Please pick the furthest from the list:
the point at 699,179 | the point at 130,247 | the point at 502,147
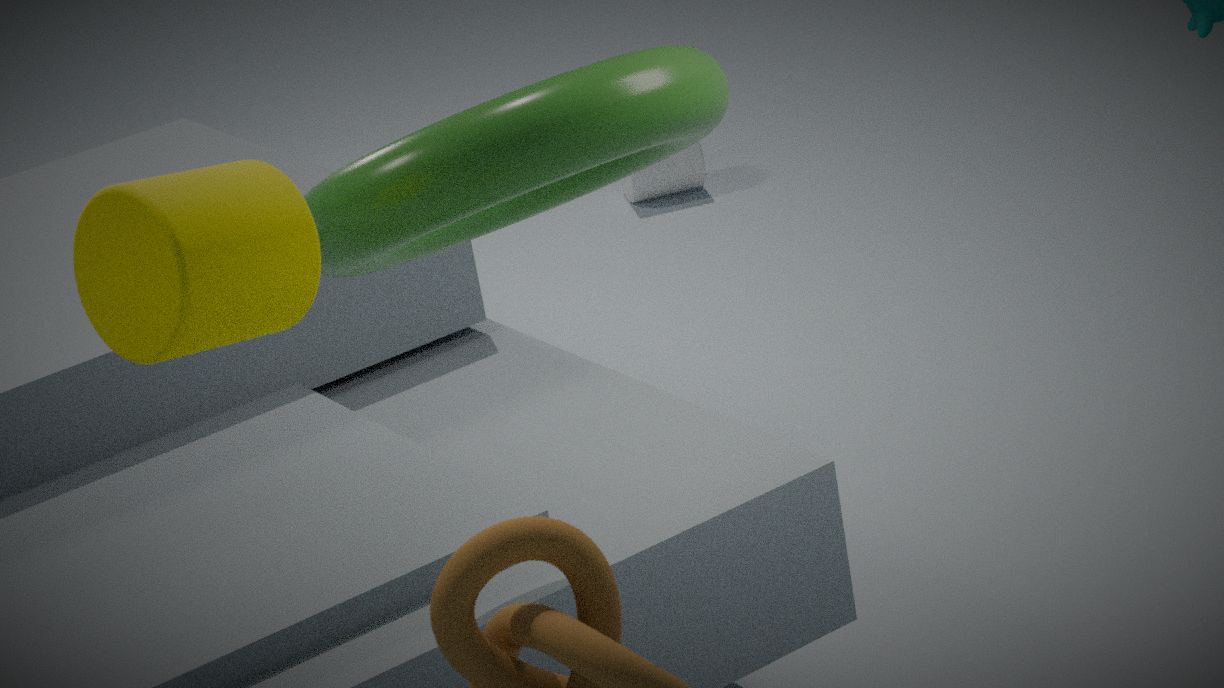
the point at 699,179
